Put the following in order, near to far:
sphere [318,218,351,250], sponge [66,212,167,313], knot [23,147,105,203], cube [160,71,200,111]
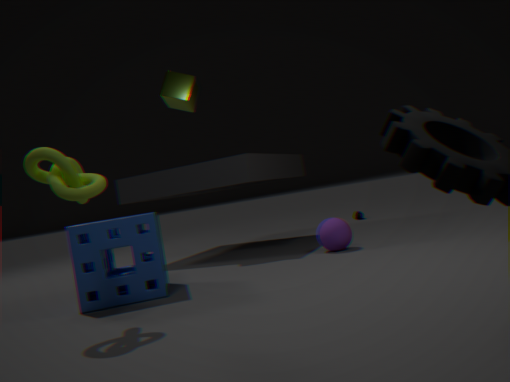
knot [23,147,105,203], sponge [66,212,167,313], sphere [318,218,351,250], cube [160,71,200,111]
